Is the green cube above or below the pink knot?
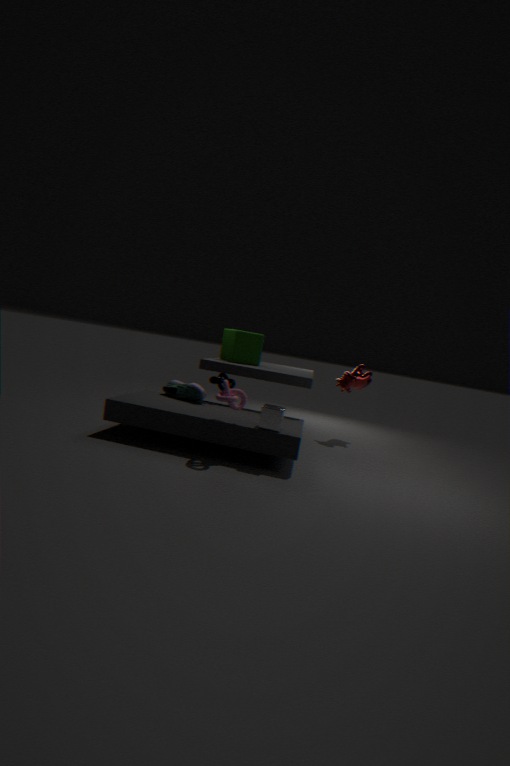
above
